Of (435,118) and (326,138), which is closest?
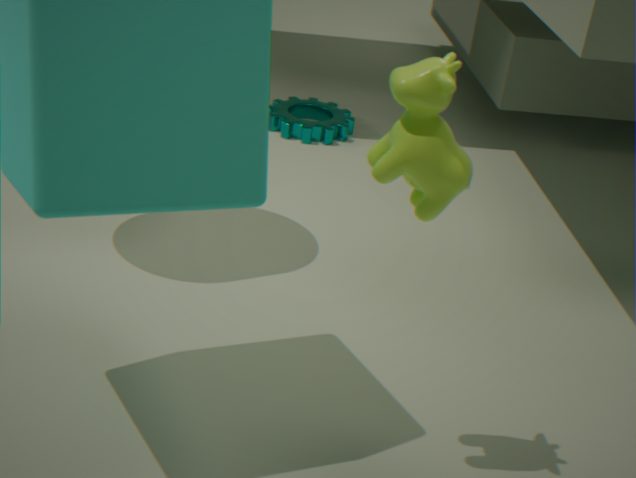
(435,118)
